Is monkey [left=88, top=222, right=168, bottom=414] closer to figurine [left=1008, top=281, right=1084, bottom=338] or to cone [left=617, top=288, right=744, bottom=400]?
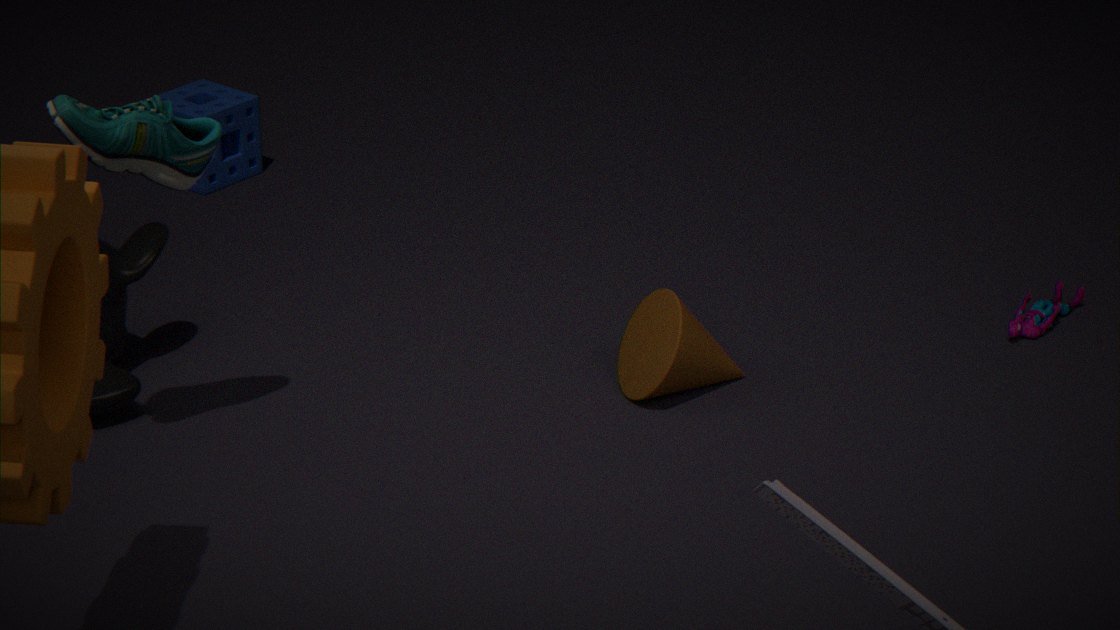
cone [left=617, top=288, right=744, bottom=400]
